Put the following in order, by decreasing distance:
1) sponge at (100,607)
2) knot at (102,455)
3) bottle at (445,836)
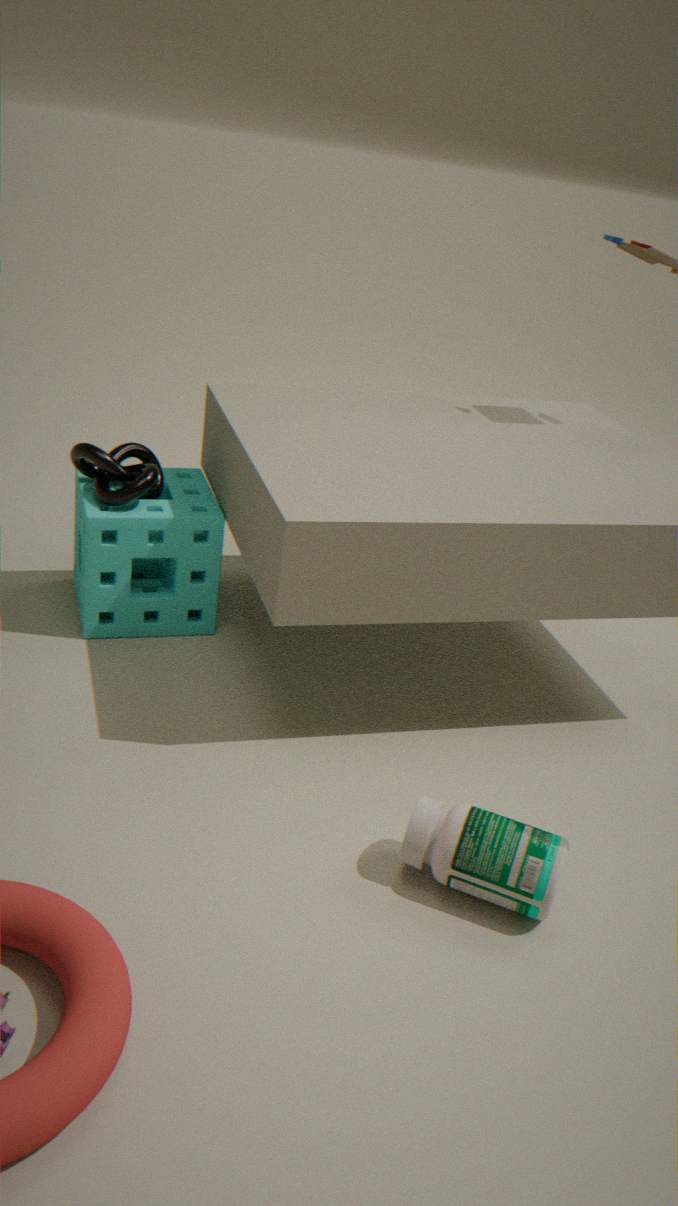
1. sponge at (100,607), 2. knot at (102,455), 3. bottle at (445,836)
